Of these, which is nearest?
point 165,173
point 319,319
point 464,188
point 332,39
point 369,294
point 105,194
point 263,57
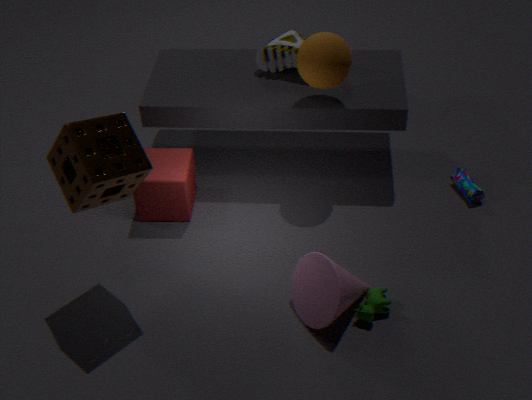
point 105,194
